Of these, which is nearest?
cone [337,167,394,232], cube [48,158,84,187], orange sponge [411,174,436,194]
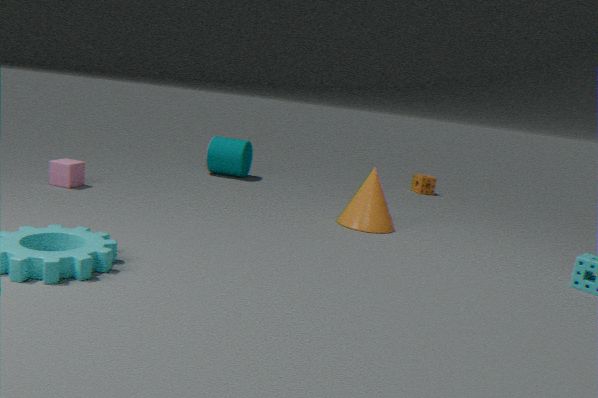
cone [337,167,394,232]
